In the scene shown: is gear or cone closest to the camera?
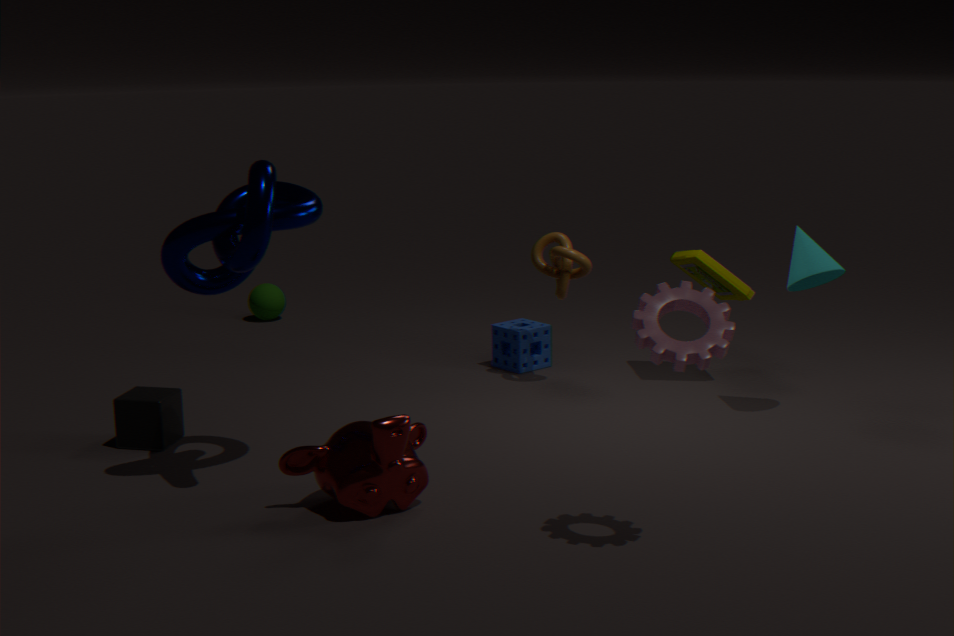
gear
